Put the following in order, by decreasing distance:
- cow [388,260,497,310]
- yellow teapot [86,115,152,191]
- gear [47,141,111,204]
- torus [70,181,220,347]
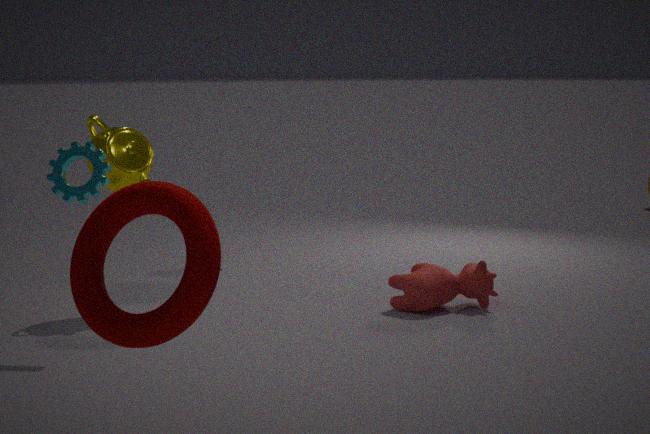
cow [388,260,497,310]
yellow teapot [86,115,152,191]
gear [47,141,111,204]
torus [70,181,220,347]
